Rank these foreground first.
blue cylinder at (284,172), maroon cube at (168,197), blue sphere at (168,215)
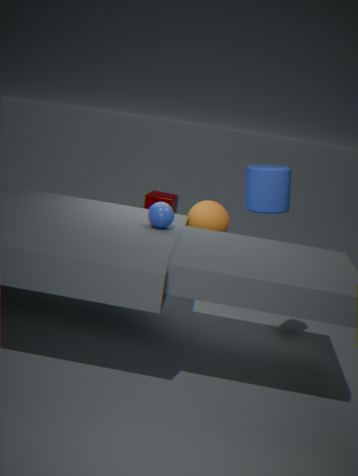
1. blue sphere at (168,215)
2. blue cylinder at (284,172)
3. maroon cube at (168,197)
